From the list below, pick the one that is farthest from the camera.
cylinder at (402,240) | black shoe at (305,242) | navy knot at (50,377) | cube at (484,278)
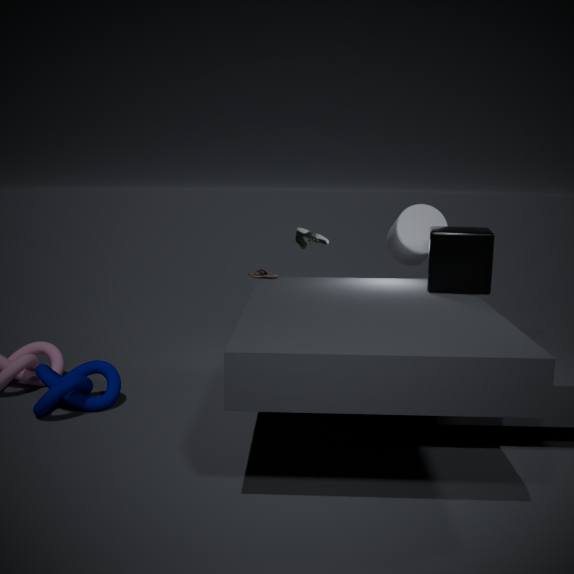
cylinder at (402,240)
